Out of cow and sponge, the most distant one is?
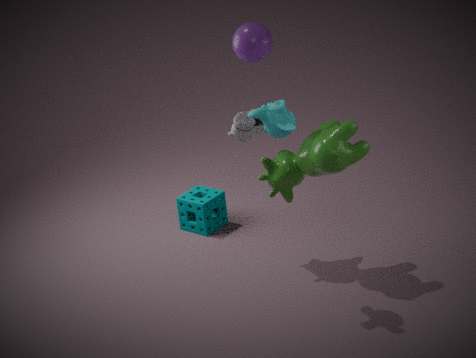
sponge
